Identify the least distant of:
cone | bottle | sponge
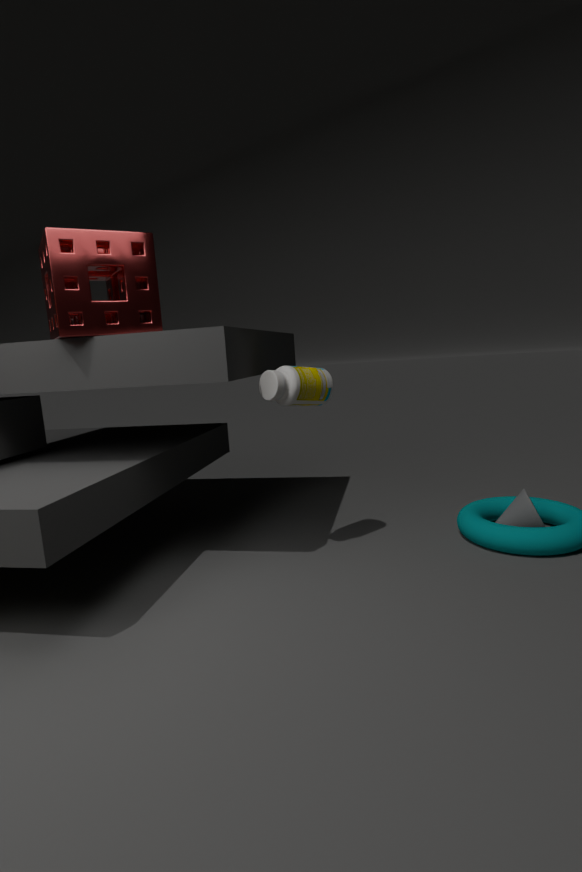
sponge
